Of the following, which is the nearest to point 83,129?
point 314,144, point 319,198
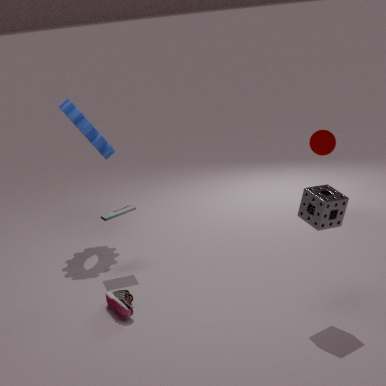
point 314,144
